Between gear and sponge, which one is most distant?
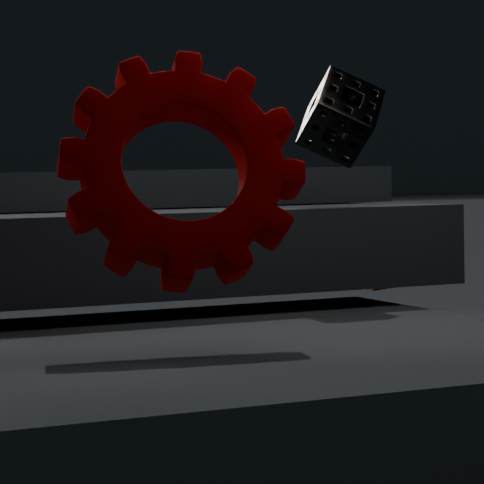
sponge
